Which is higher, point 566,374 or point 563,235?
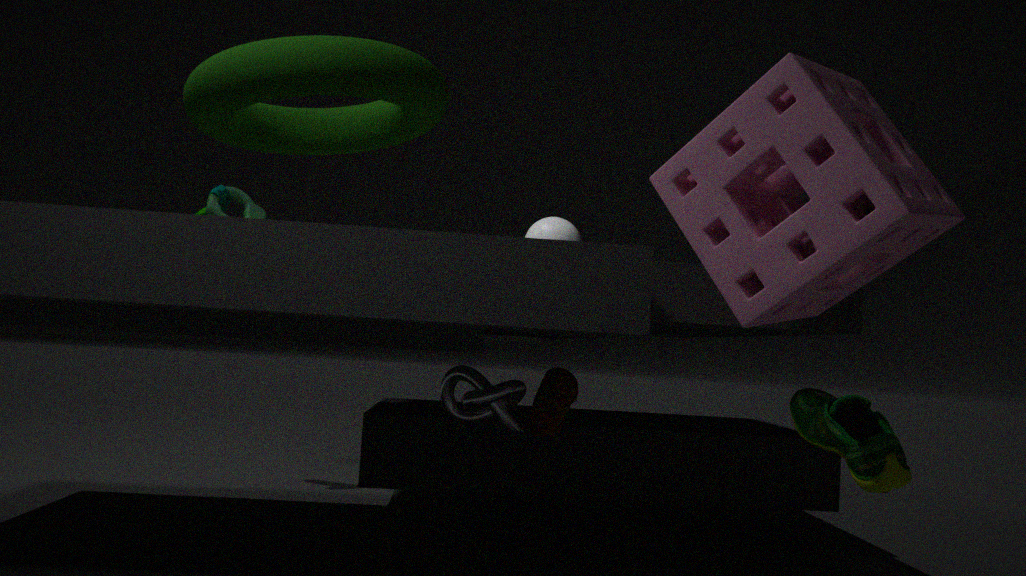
point 563,235
